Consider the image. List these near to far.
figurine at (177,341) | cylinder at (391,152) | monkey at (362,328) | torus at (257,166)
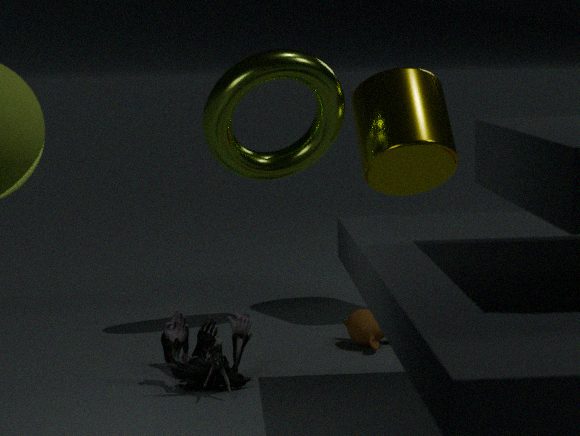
1. figurine at (177,341)
2. monkey at (362,328)
3. torus at (257,166)
4. cylinder at (391,152)
